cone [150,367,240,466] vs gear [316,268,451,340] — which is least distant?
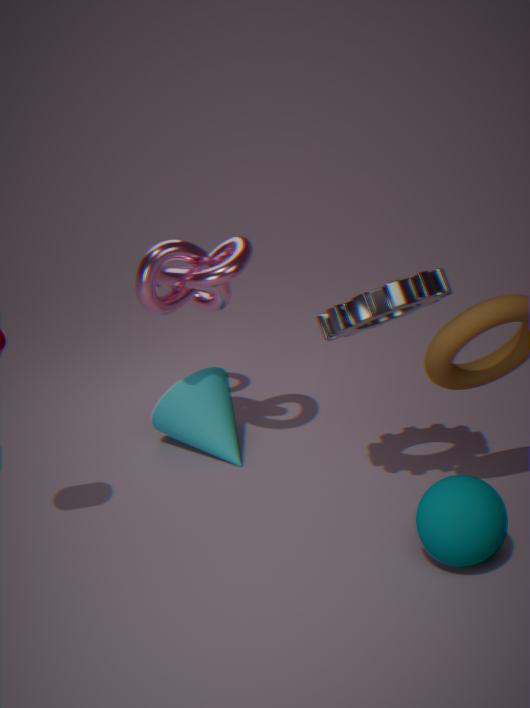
gear [316,268,451,340]
